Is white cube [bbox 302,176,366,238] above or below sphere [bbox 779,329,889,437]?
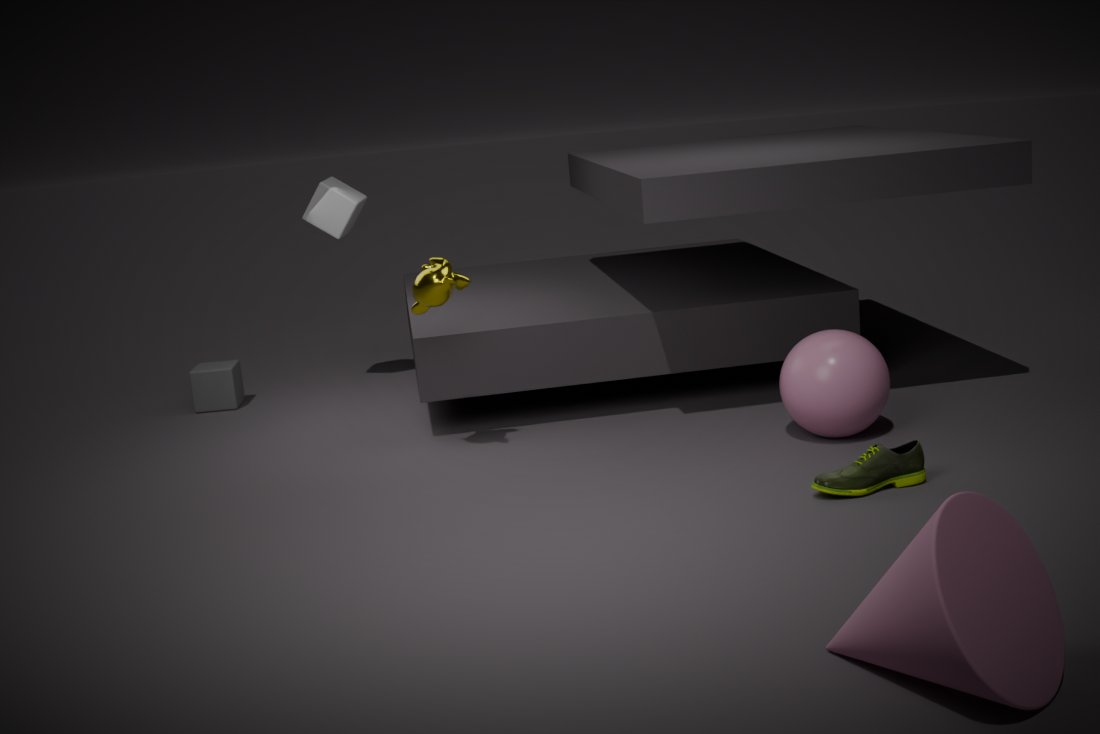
above
